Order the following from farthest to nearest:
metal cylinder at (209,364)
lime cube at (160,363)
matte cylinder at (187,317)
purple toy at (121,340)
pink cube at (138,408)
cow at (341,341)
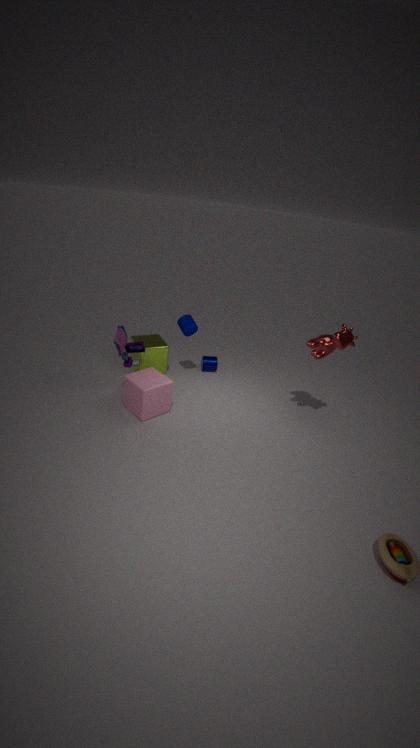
metal cylinder at (209,364) < lime cube at (160,363) < matte cylinder at (187,317) < purple toy at (121,340) < pink cube at (138,408) < cow at (341,341)
